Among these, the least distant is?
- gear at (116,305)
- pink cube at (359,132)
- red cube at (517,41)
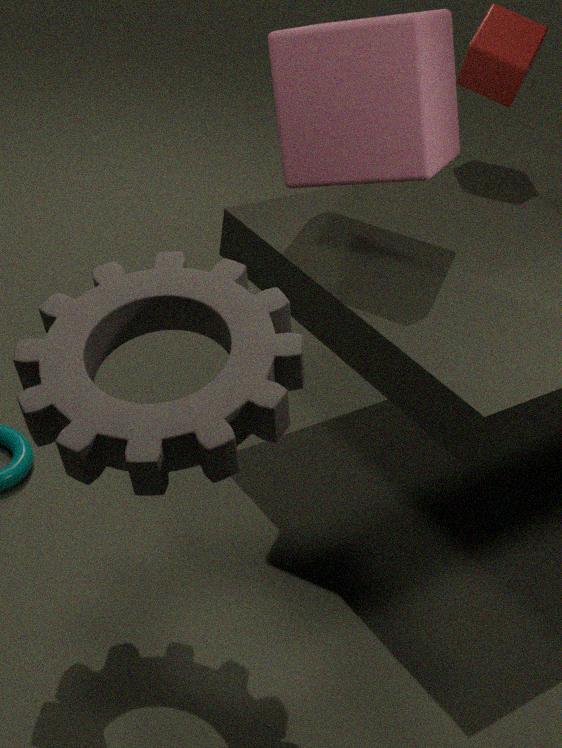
gear at (116,305)
